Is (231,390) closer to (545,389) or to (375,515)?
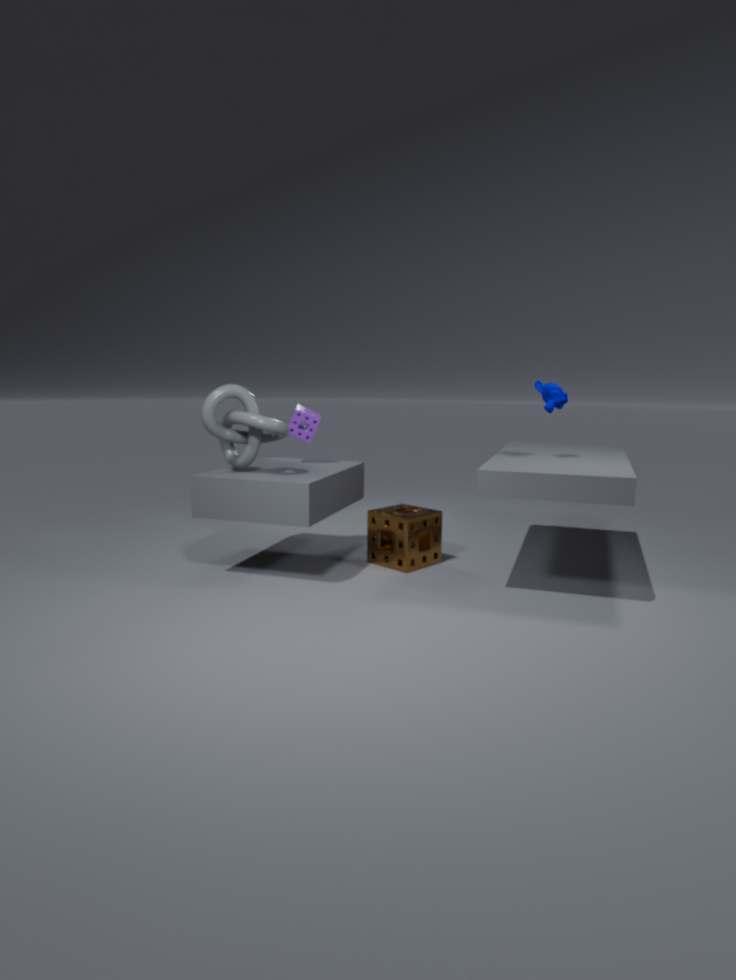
(375,515)
